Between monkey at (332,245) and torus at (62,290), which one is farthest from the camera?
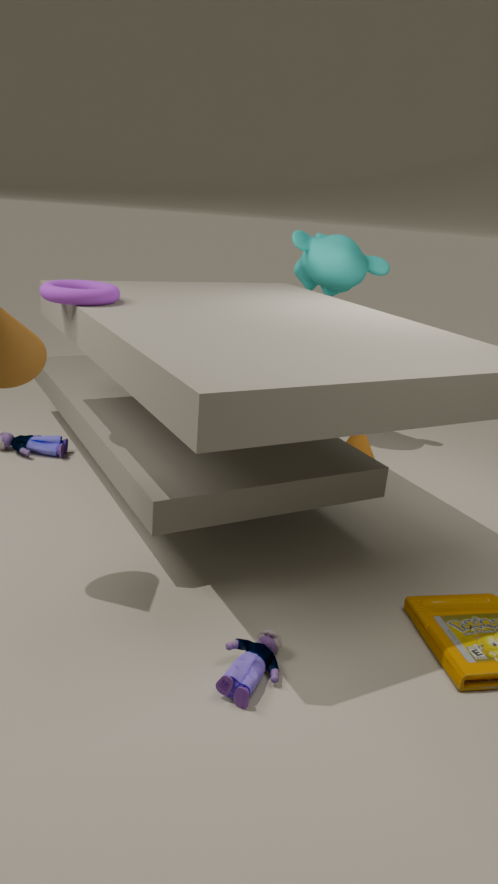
monkey at (332,245)
